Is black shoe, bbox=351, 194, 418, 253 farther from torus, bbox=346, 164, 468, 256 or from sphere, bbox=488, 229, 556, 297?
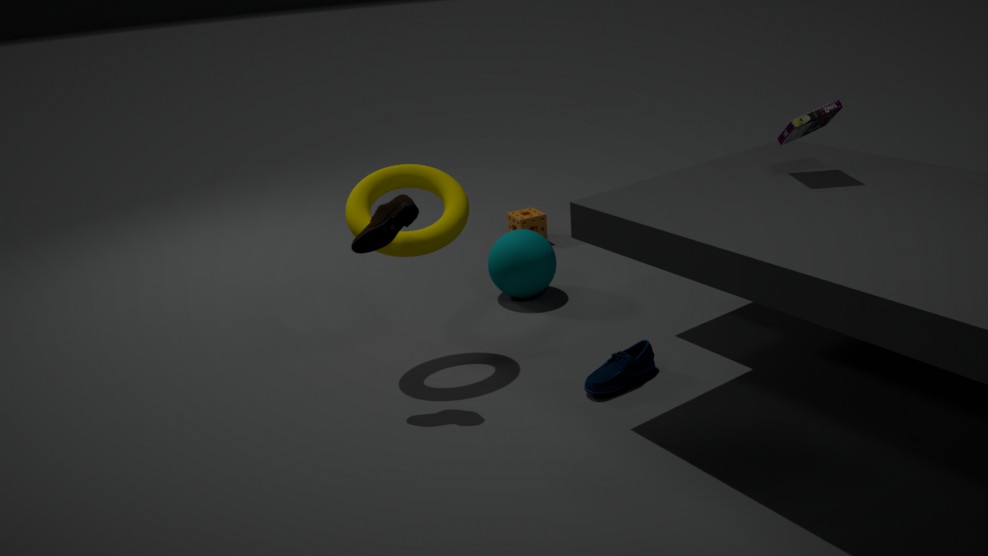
sphere, bbox=488, 229, 556, 297
